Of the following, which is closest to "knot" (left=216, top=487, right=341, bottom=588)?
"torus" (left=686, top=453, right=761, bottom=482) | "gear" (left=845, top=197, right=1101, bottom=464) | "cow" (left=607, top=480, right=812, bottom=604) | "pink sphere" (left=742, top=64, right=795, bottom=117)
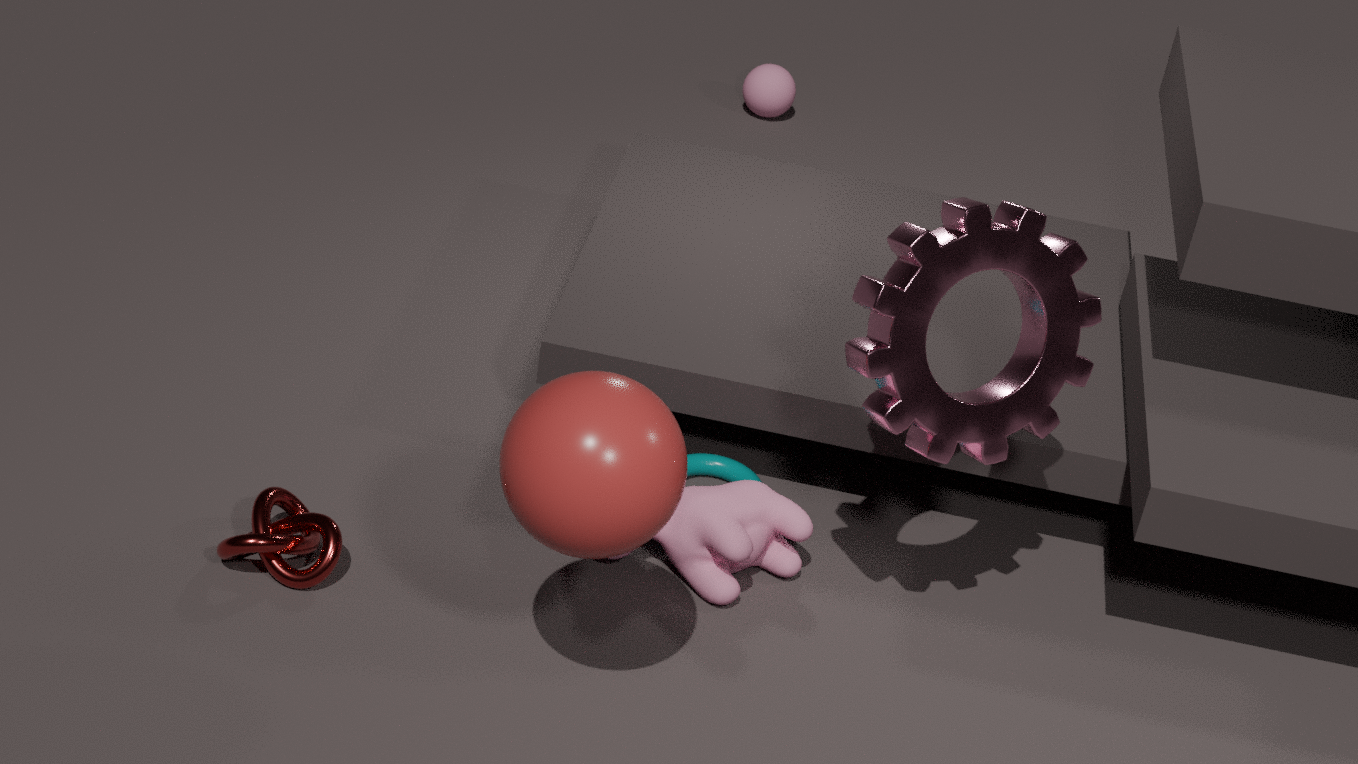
"cow" (left=607, top=480, right=812, bottom=604)
